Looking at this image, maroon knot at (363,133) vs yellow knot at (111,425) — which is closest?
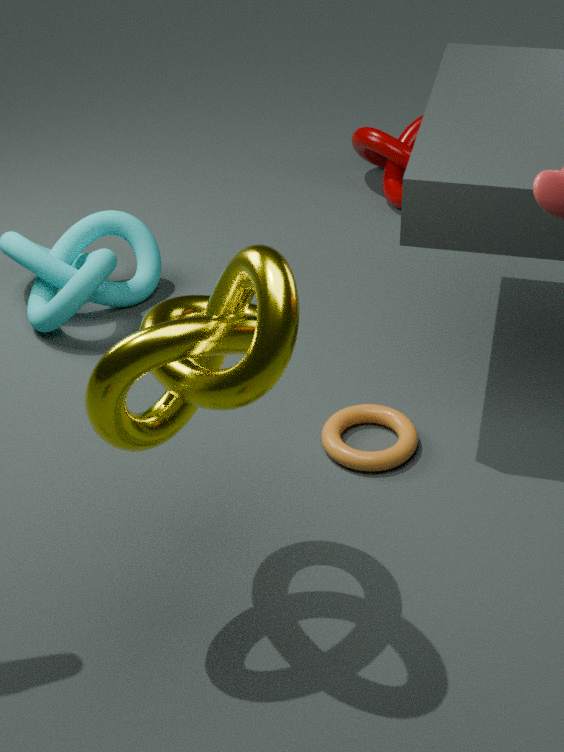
yellow knot at (111,425)
